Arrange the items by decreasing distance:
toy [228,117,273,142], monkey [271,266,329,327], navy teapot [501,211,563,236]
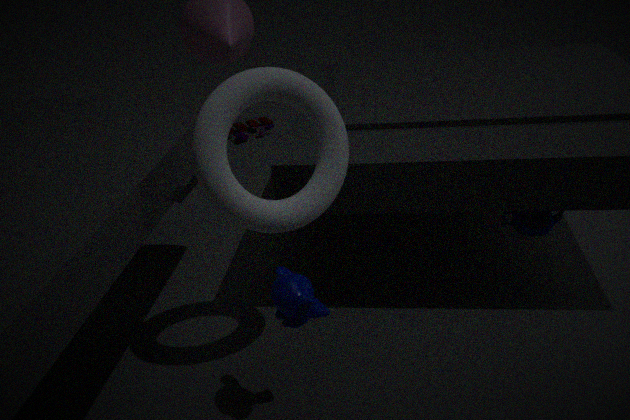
toy [228,117,273,142] → navy teapot [501,211,563,236] → monkey [271,266,329,327]
